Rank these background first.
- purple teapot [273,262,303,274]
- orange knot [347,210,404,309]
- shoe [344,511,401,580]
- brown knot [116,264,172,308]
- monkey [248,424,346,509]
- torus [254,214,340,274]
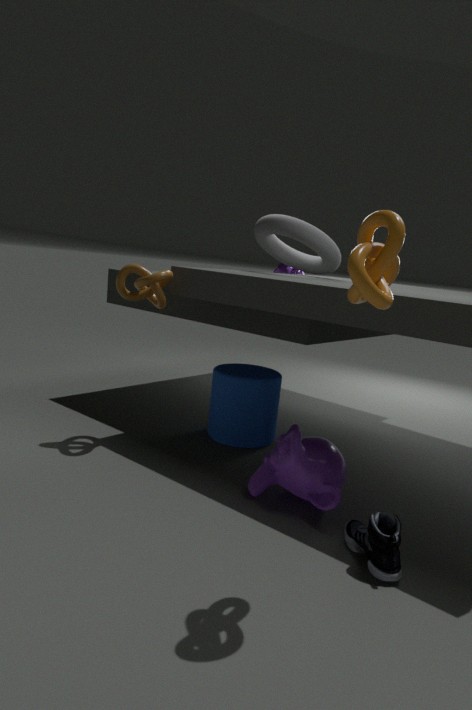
purple teapot [273,262,303,274] → torus [254,214,340,274] → brown knot [116,264,172,308] → monkey [248,424,346,509] → shoe [344,511,401,580] → orange knot [347,210,404,309]
